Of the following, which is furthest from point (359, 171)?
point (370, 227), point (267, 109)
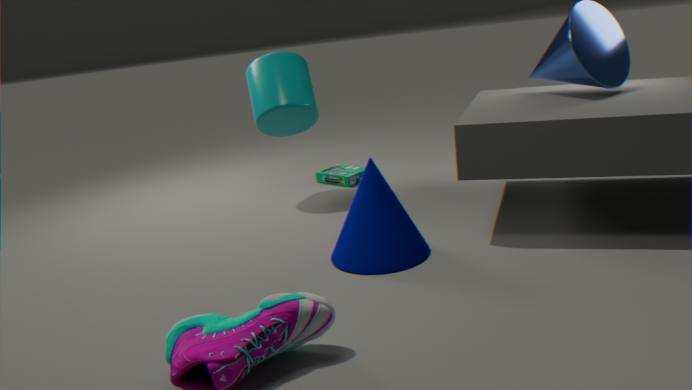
point (370, 227)
